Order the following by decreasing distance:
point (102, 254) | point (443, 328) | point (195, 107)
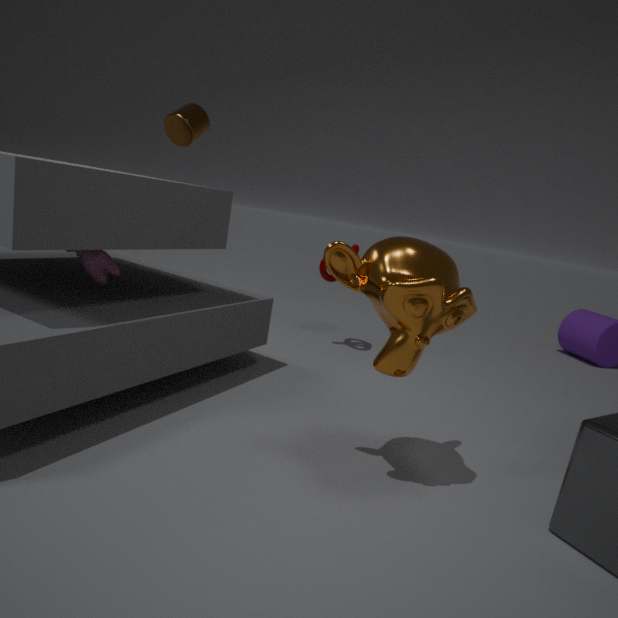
point (195, 107)
point (102, 254)
point (443, 328)
